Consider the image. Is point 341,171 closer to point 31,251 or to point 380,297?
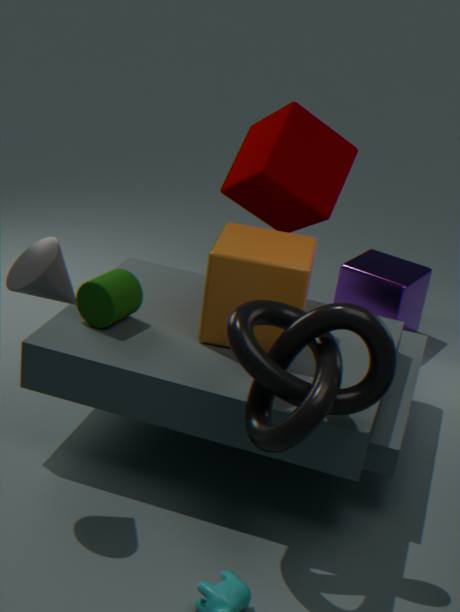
point 380,297
